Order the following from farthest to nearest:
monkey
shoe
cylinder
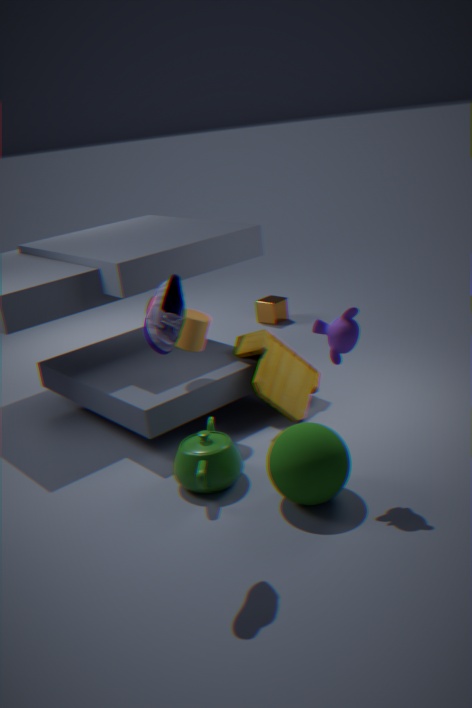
cylinder → monkey → shoe
